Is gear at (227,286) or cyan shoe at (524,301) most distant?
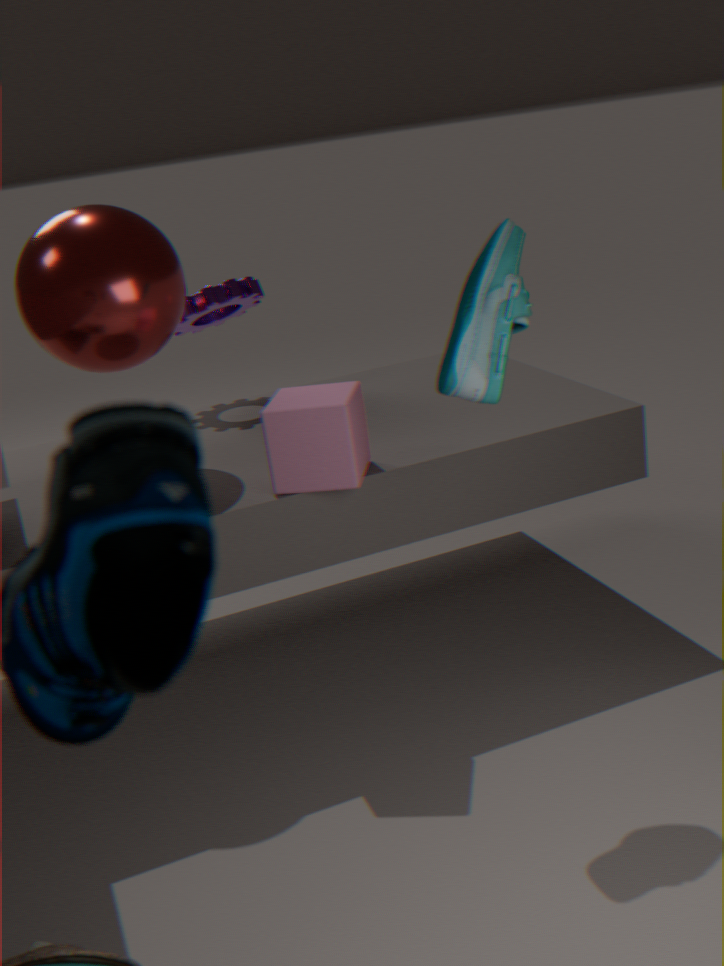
gear at (227,286)
